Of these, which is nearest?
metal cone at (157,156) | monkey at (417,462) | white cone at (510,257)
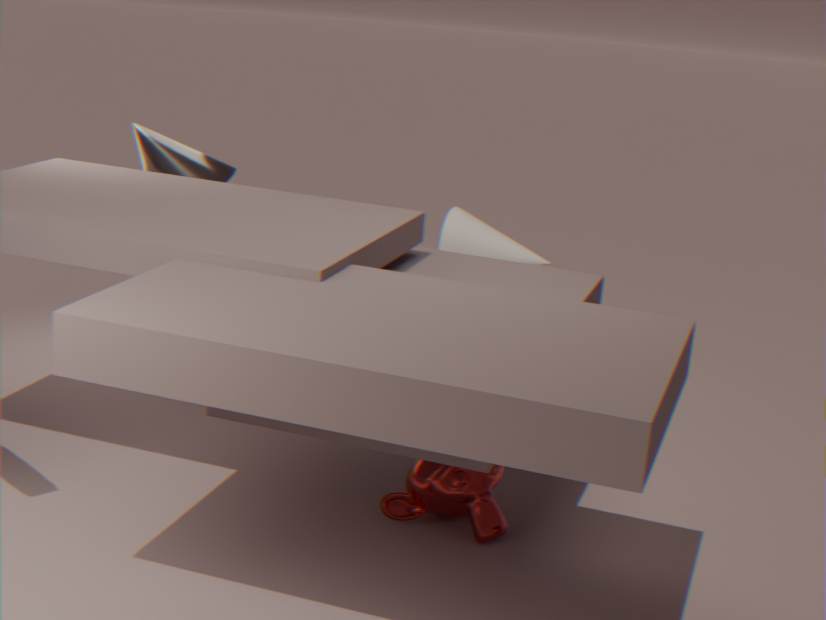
monkey at (417,462)
